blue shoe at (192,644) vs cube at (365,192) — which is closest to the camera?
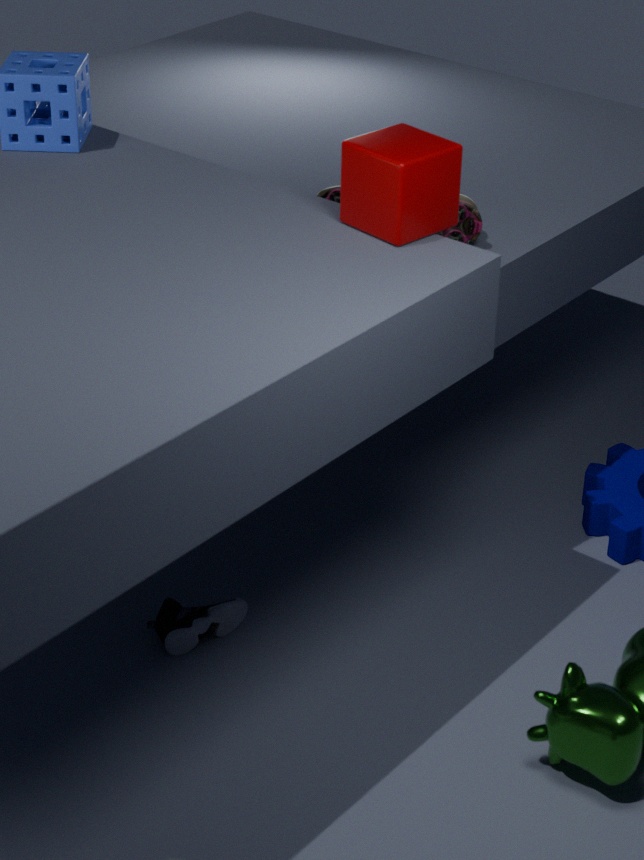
cube at (365,192)
